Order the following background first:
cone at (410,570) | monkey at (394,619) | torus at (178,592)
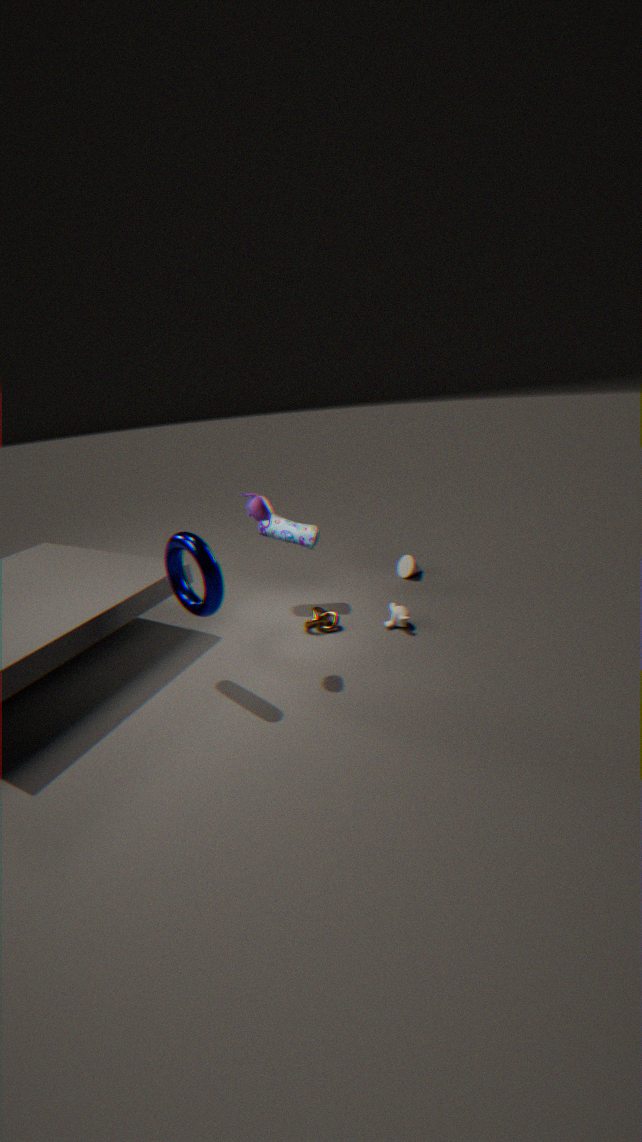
cone at (410,570)
monkey at (394,619)
torus at (178,592)
